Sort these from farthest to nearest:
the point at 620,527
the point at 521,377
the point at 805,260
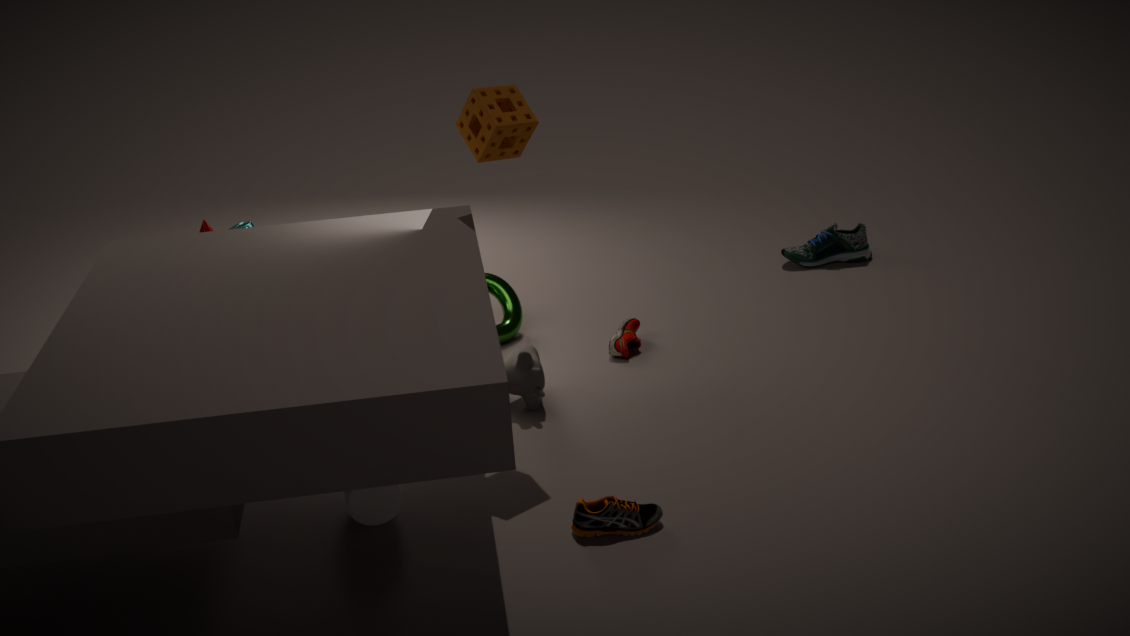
the point at 805,260
the point at 521,377
the point at 620,527
